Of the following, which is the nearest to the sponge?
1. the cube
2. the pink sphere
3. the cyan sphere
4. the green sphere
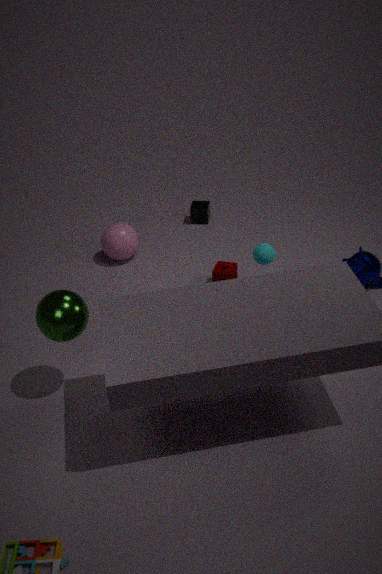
the cyan sphere
